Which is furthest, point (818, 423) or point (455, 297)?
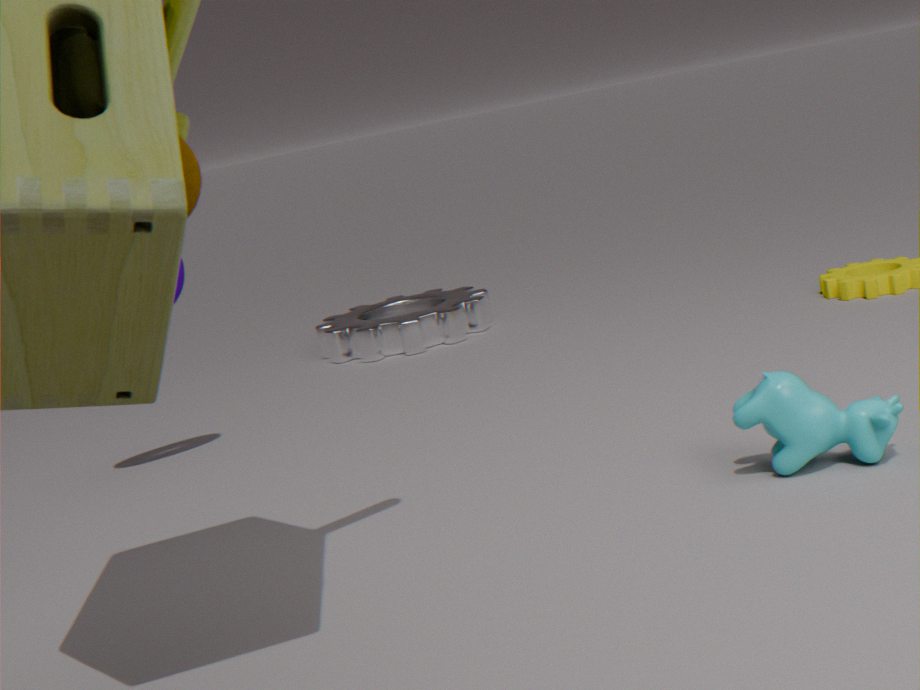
point (455, 297)
